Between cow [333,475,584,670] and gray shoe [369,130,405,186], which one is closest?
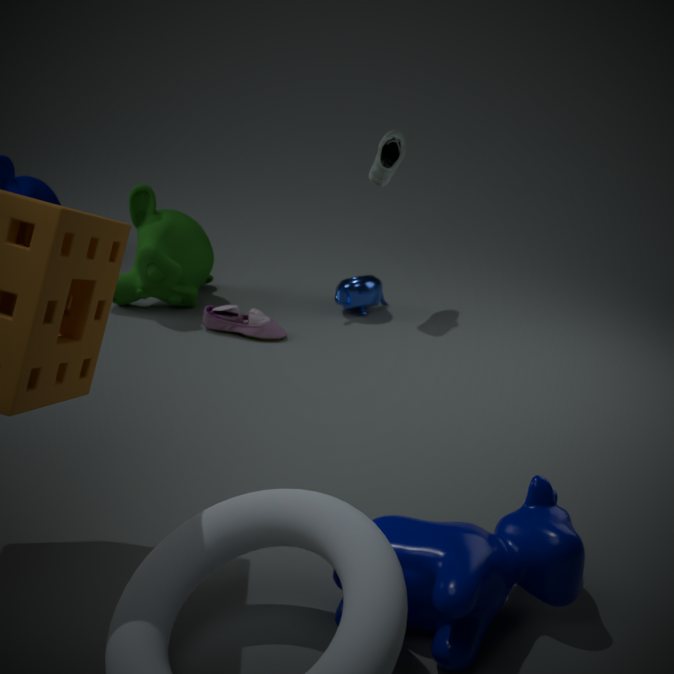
cow [333,475,584,670]
